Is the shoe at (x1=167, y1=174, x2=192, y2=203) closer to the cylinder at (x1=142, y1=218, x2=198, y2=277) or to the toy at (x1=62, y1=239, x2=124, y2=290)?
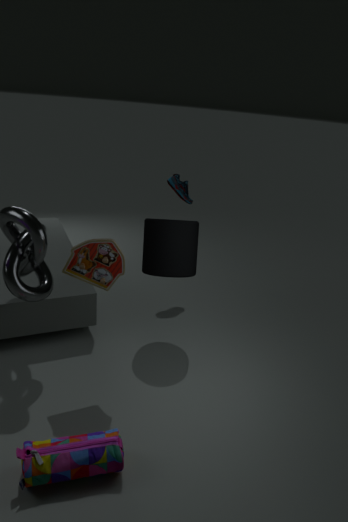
the cylinder at (x1=142, y1=218, x2=198, y2=277)
